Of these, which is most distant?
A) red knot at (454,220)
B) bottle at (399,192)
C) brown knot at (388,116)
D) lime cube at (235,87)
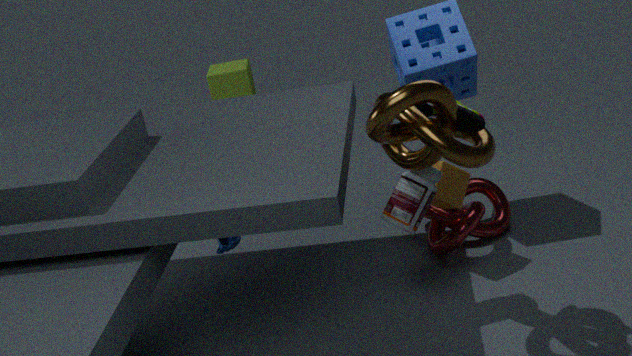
lime cube at (235,87)
